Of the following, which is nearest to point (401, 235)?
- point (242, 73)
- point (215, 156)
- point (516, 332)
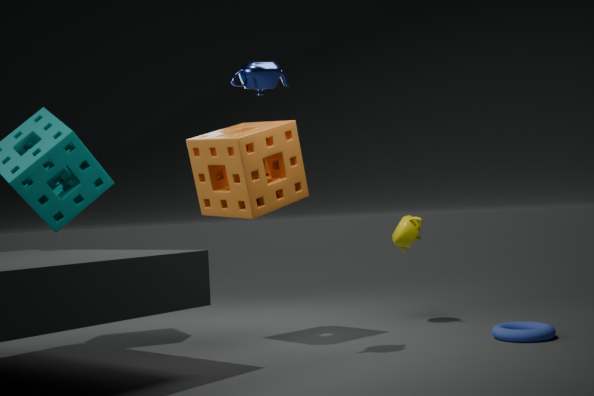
point (516, 332)
